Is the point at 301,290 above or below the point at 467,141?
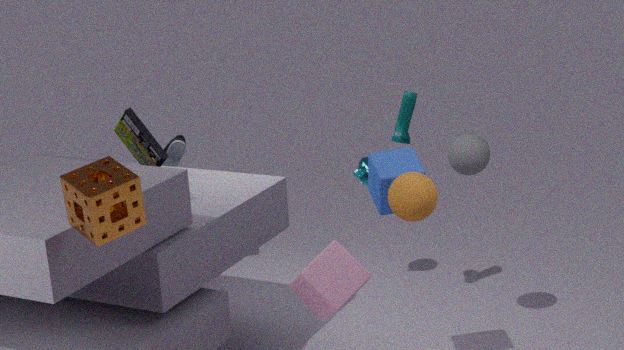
below
